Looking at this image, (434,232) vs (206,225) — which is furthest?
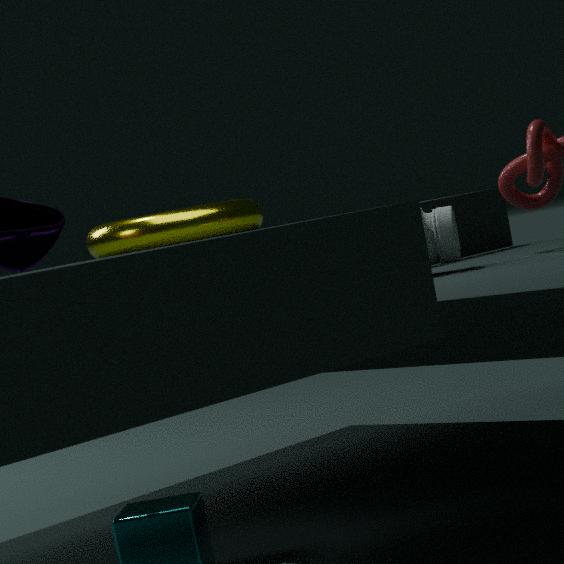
(206,225)
